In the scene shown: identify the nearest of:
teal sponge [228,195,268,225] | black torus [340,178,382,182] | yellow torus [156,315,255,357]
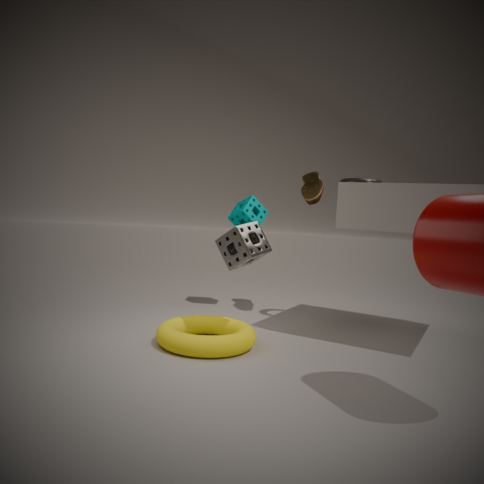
yellow torus [156,315,255,357]
